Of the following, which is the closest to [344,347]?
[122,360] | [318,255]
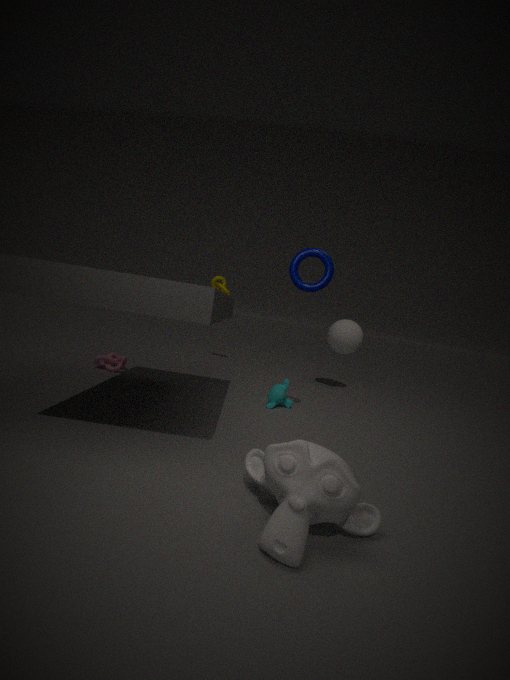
[318,255]
